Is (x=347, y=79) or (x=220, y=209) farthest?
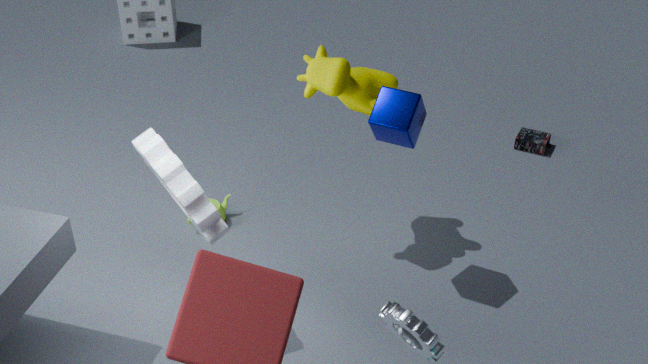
(x=220, y=209)
